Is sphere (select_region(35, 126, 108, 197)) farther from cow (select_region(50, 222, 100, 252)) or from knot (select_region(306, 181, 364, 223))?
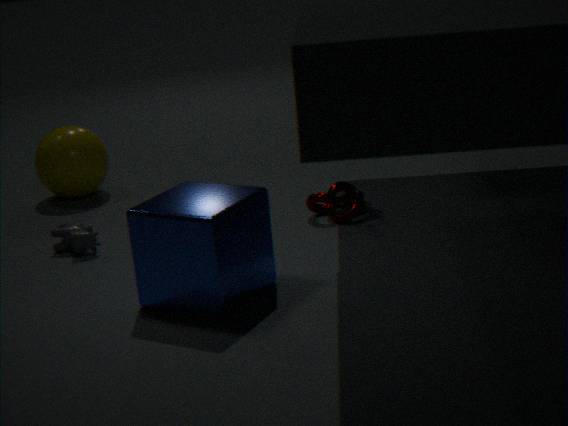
knot (select_region(306, 181, 364, 223))
